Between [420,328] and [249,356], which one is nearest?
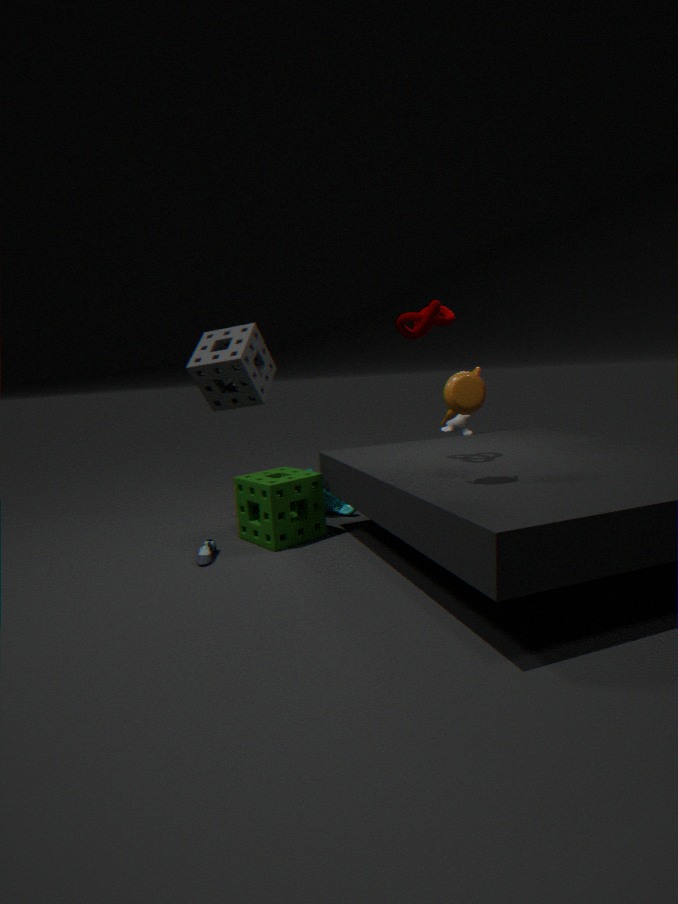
[420,328]
